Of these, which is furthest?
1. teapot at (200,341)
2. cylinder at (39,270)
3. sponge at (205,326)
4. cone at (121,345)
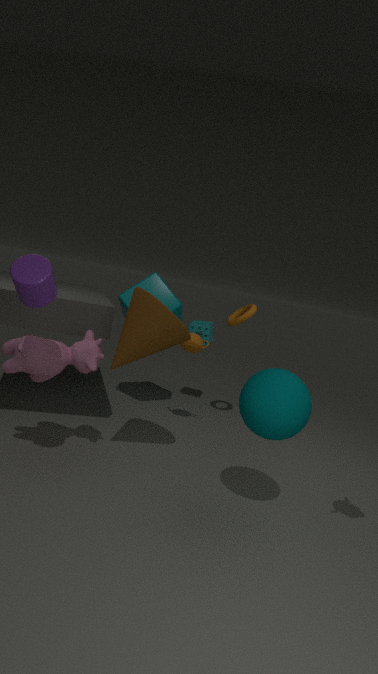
sponge at (205,326)
